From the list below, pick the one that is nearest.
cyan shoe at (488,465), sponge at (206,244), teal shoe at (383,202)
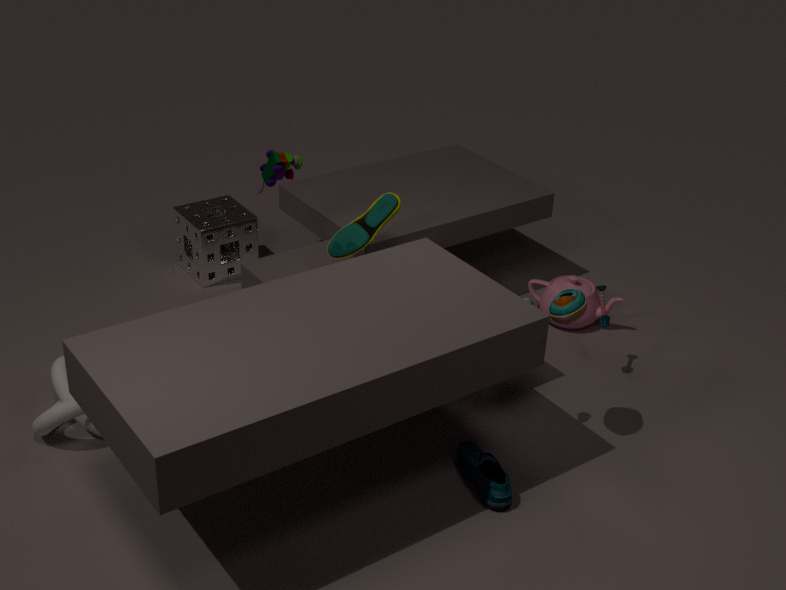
cyan shoe at (488,465)
